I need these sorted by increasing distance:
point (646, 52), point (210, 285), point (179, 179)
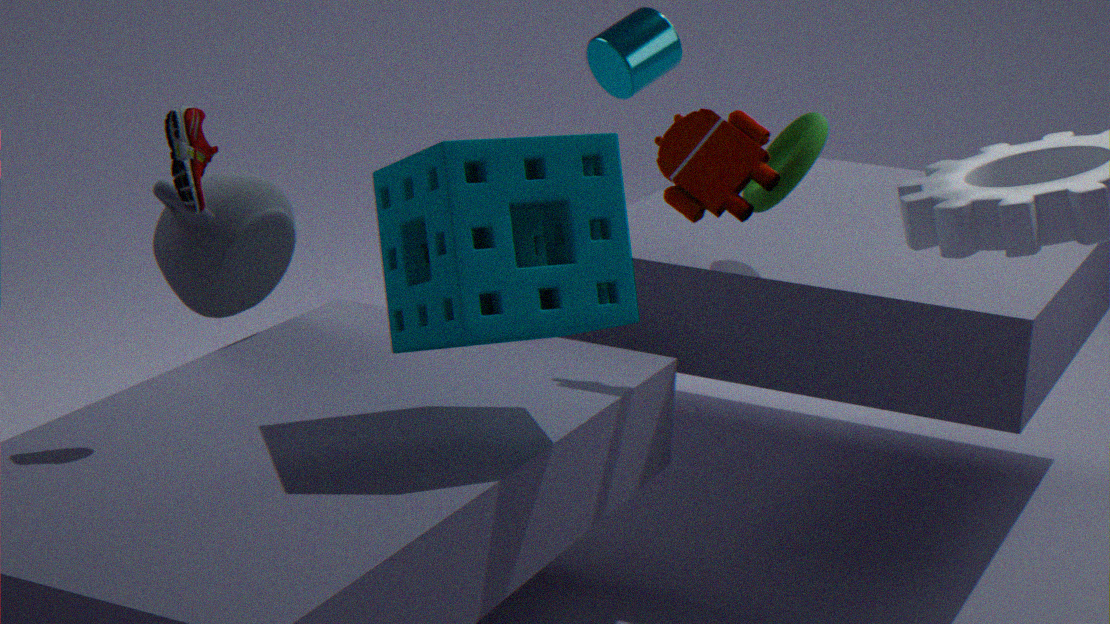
1. point (179, 179)
2. point (210, 285)
3. point (646, 52)
